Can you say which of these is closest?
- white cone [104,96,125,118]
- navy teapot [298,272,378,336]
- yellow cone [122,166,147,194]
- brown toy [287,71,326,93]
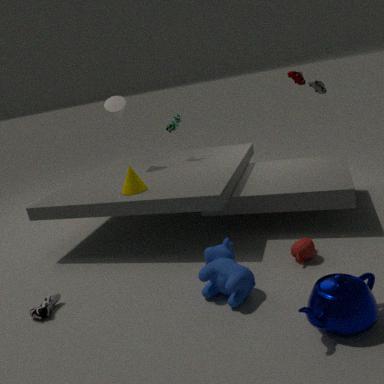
navy teapot [298,272,378,336]
